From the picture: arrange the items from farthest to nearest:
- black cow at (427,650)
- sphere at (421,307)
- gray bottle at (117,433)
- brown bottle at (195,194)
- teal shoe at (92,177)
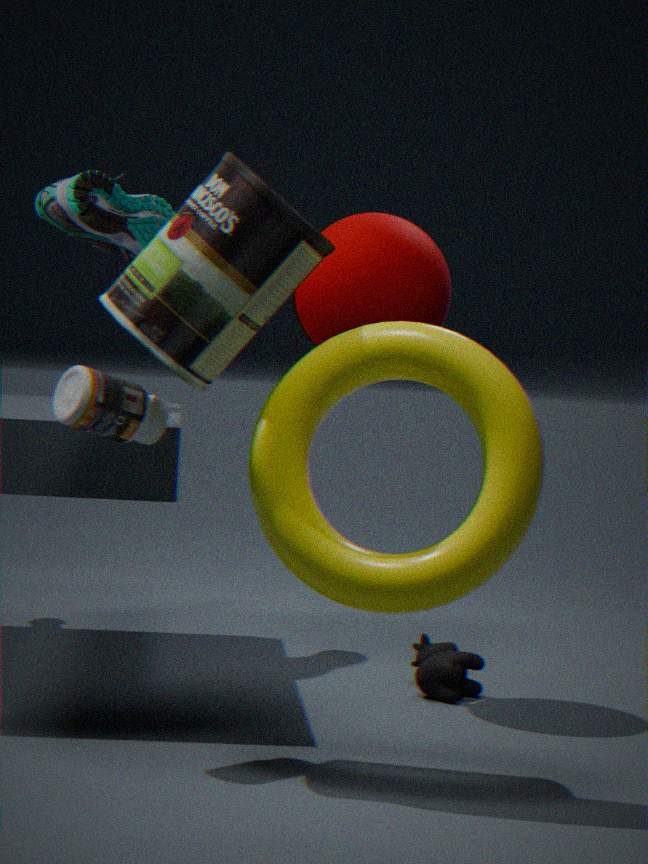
teal shoe at (92,177) < black cow at (427,650) < sphere at (421,307) < gray bottle at (117,433) < brown bottle at (195,194)
